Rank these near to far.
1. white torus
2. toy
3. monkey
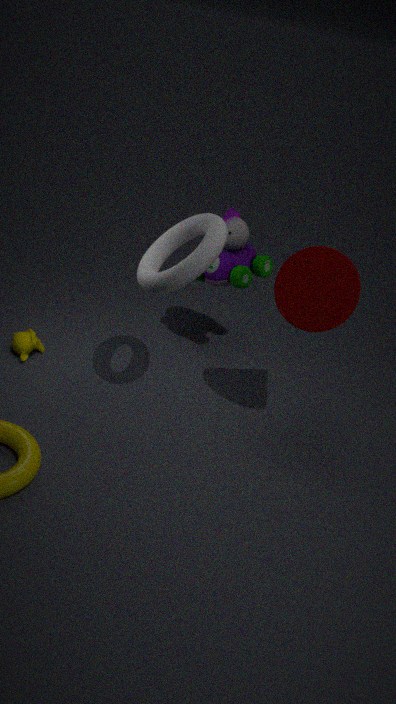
white torus → monkey → toy
